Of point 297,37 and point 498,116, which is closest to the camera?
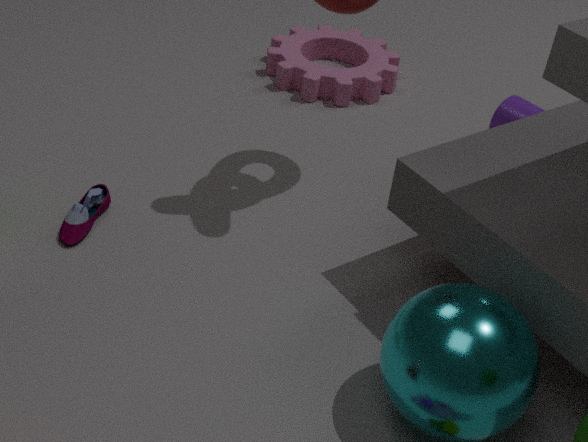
point 498,116
